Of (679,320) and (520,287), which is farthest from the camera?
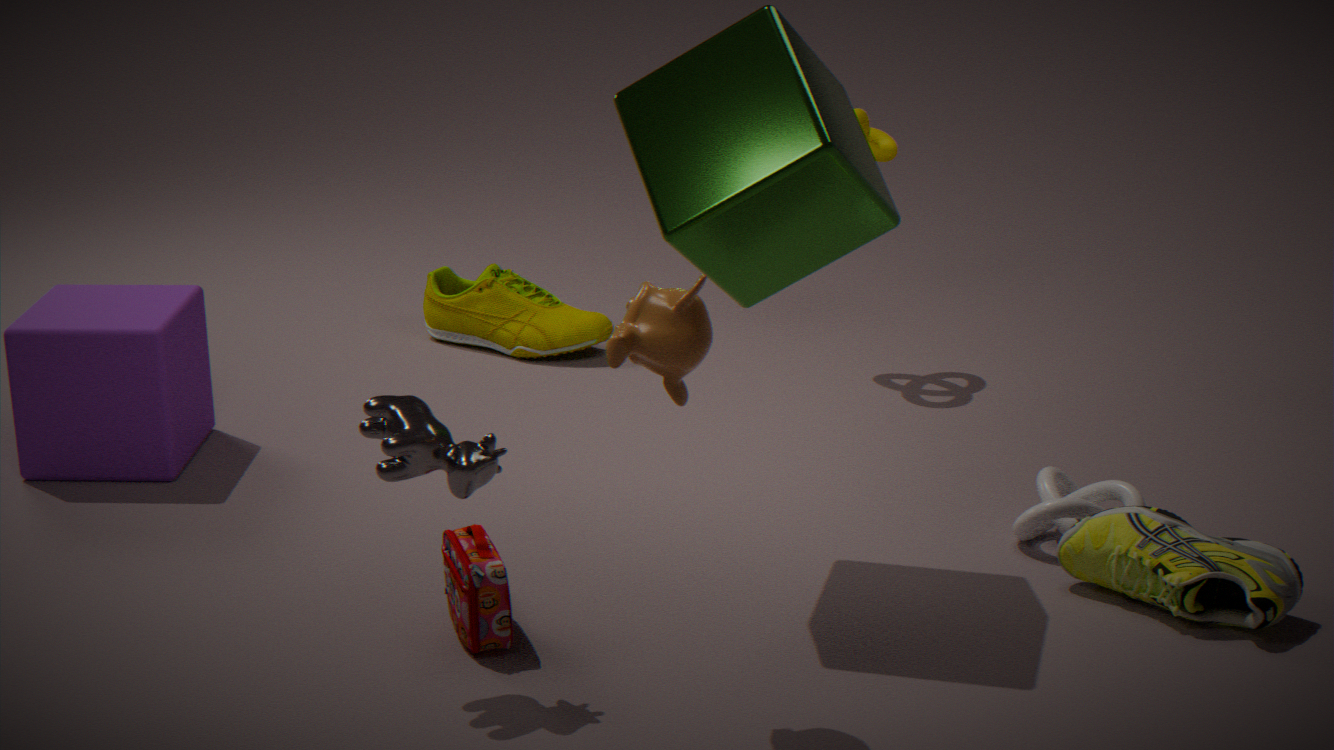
(520,287)
